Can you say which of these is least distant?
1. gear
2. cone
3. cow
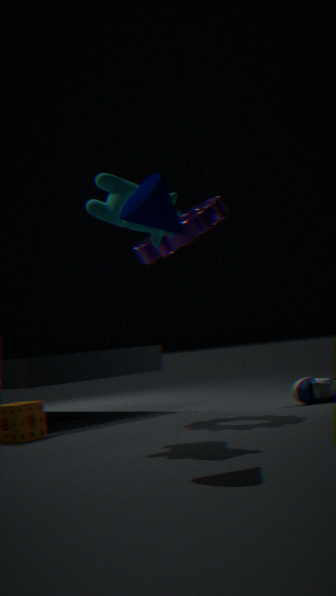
cone
